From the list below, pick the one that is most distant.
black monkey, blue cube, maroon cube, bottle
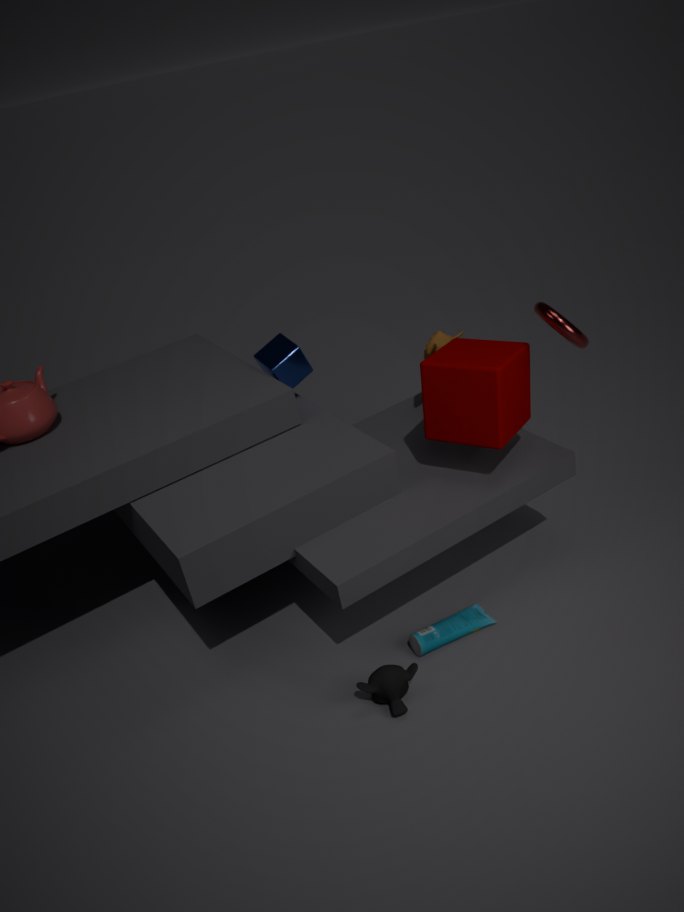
blue cube
